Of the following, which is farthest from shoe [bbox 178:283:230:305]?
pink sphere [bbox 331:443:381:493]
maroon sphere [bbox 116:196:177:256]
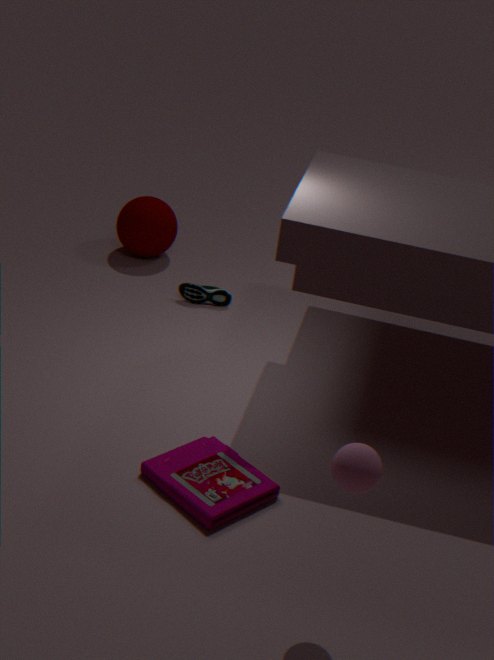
pink sphere [bbox 331:443:381:493]
